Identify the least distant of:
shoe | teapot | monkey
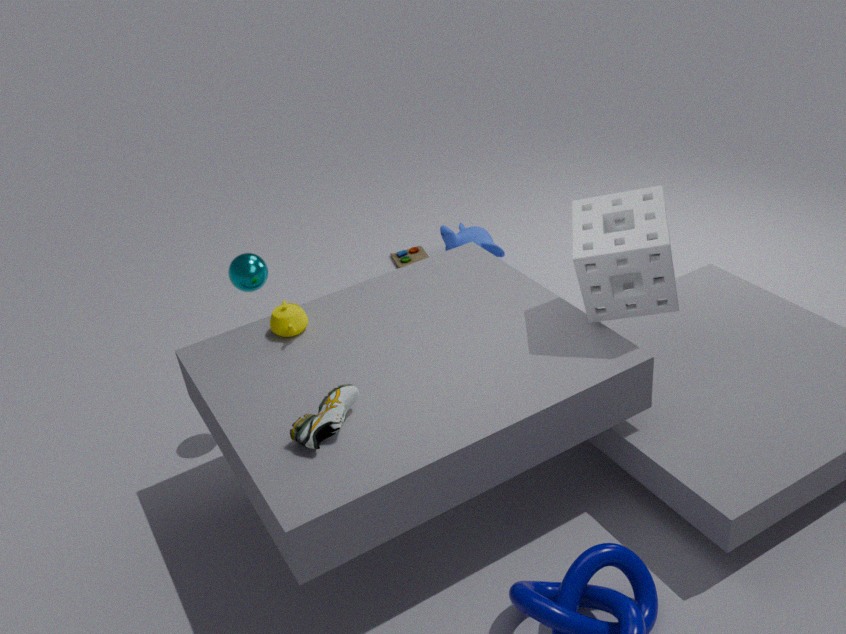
shoe
